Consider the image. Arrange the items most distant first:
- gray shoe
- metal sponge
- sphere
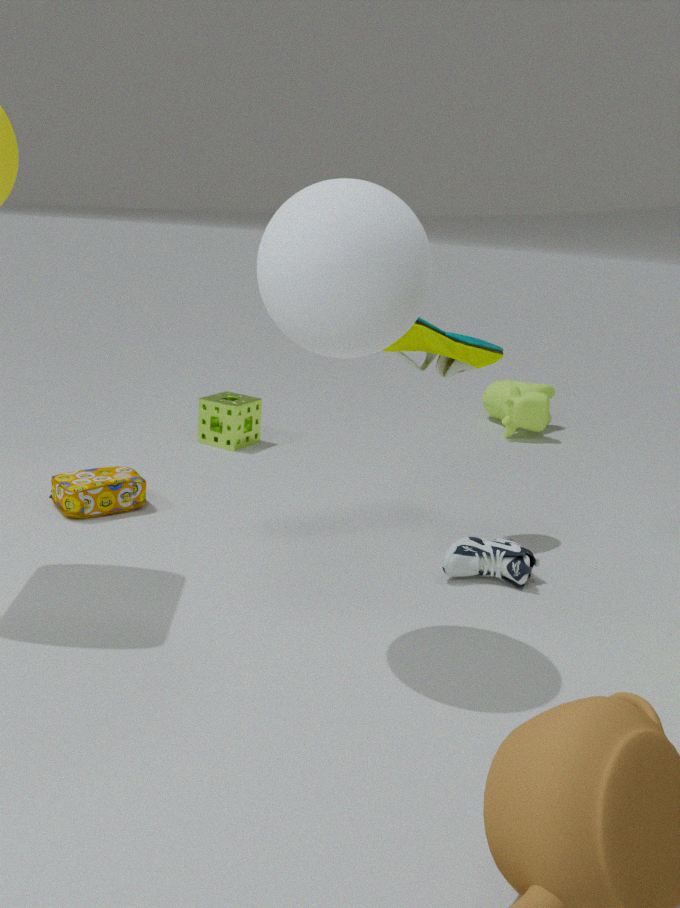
metal sponge, gray shoe, sphere
